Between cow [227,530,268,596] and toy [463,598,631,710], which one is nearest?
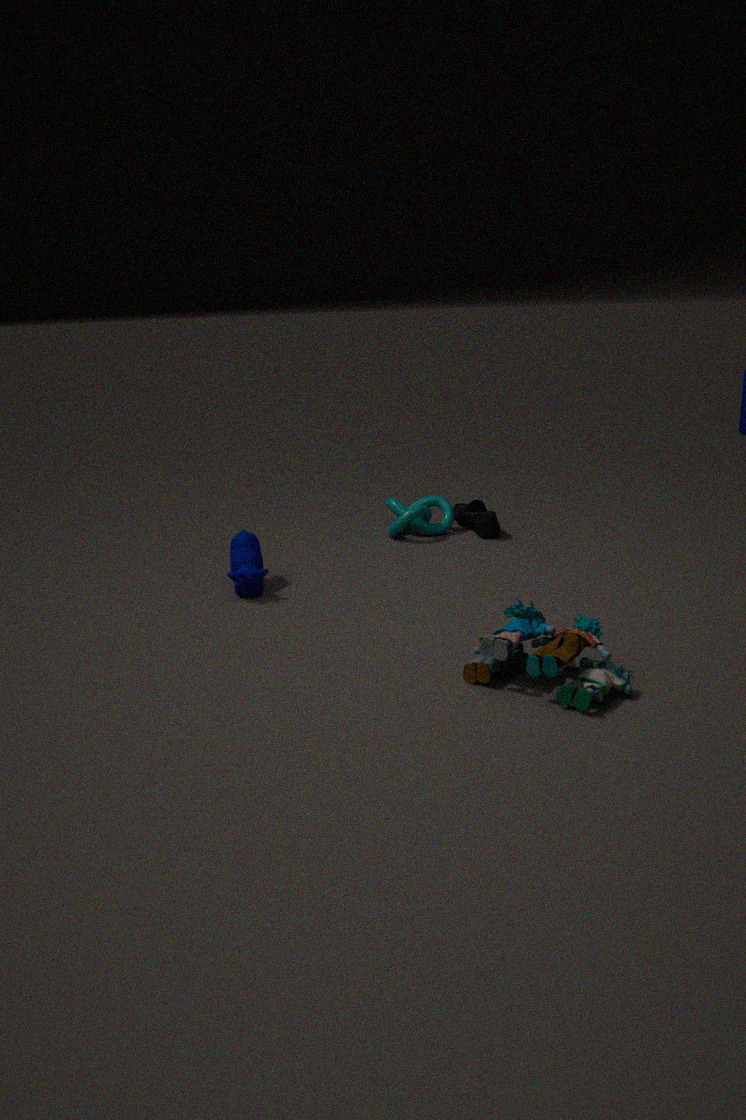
toy [463,598,631,710]
